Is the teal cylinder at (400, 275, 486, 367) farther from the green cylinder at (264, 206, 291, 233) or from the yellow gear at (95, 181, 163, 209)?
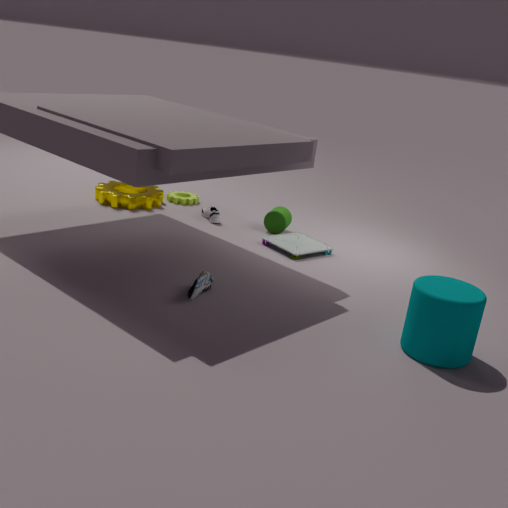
the yellow gear at (95, 181, 163, 209)
